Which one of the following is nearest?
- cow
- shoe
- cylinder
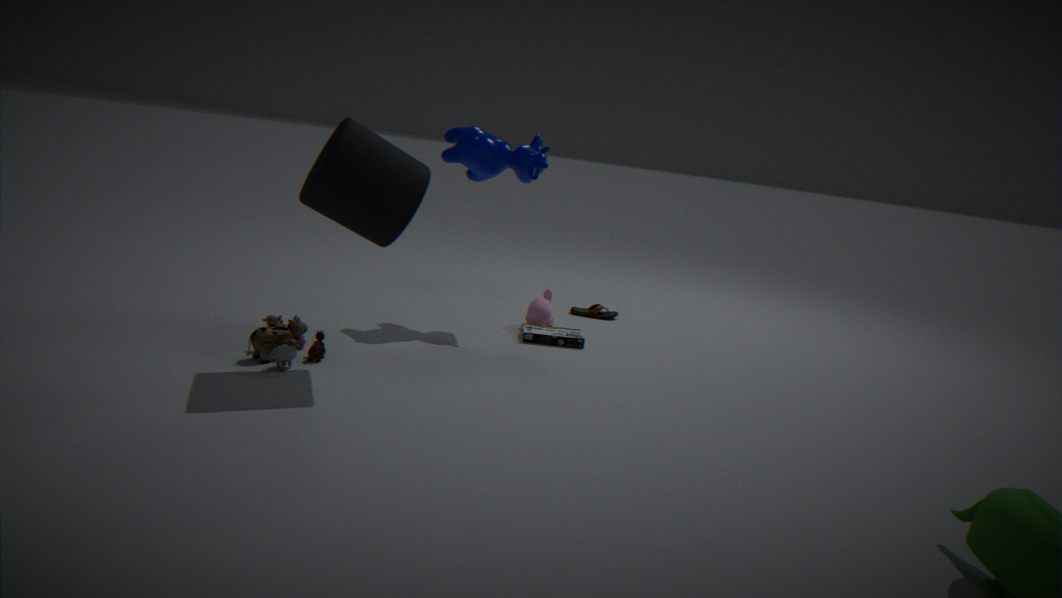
cylinder
